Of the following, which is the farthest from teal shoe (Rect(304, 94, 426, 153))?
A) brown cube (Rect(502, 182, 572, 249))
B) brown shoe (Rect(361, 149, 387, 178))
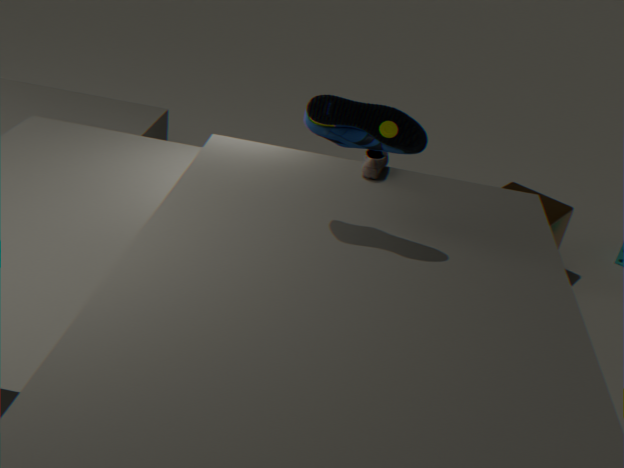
brown cube (Rect(502, 182, 572, 249))
